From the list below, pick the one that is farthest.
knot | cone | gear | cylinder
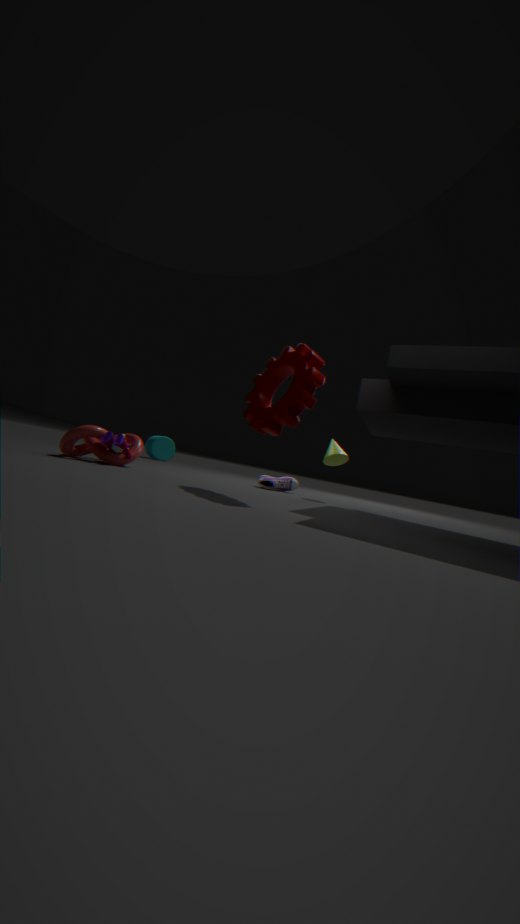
cylinder
